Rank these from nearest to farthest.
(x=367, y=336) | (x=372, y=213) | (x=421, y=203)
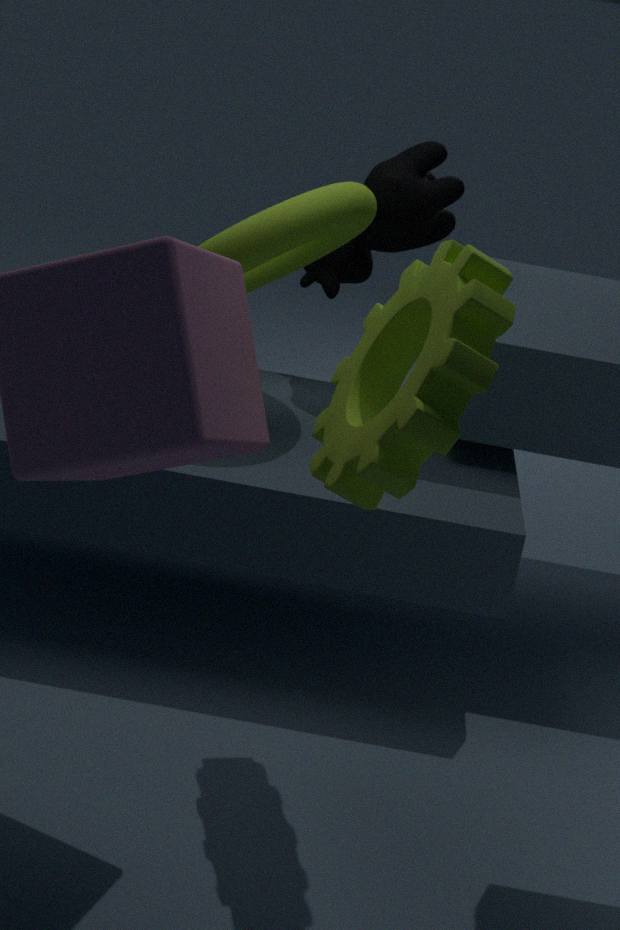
(x=367, y=336)
(x=372, y=213)
(x=421, y=203)
